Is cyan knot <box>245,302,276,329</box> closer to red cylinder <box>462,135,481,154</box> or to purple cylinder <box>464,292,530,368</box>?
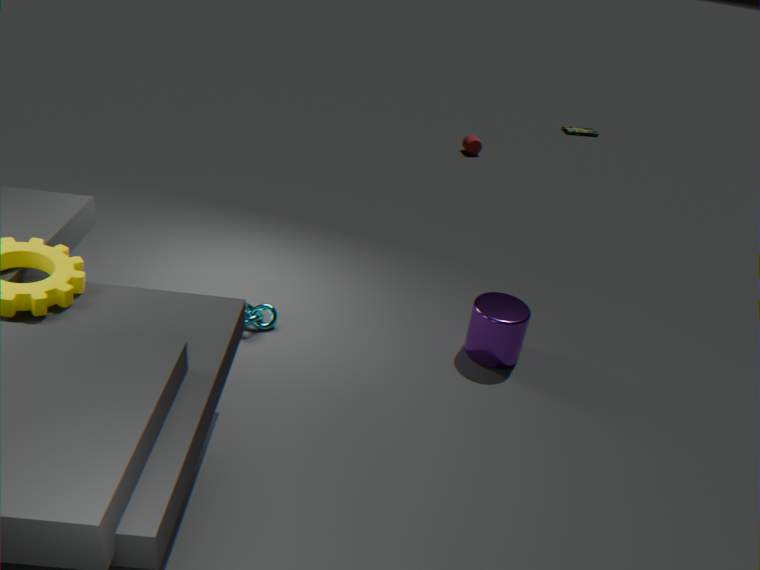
purple cylinder <box>464,292,530,368</box>
